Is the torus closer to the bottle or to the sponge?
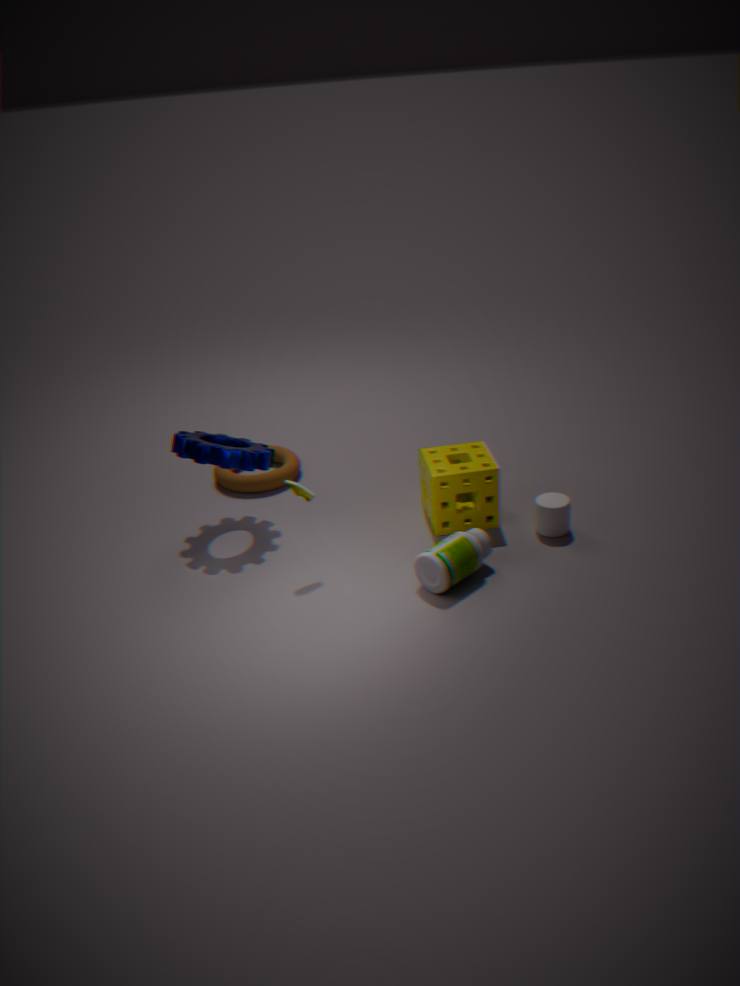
the sponge
